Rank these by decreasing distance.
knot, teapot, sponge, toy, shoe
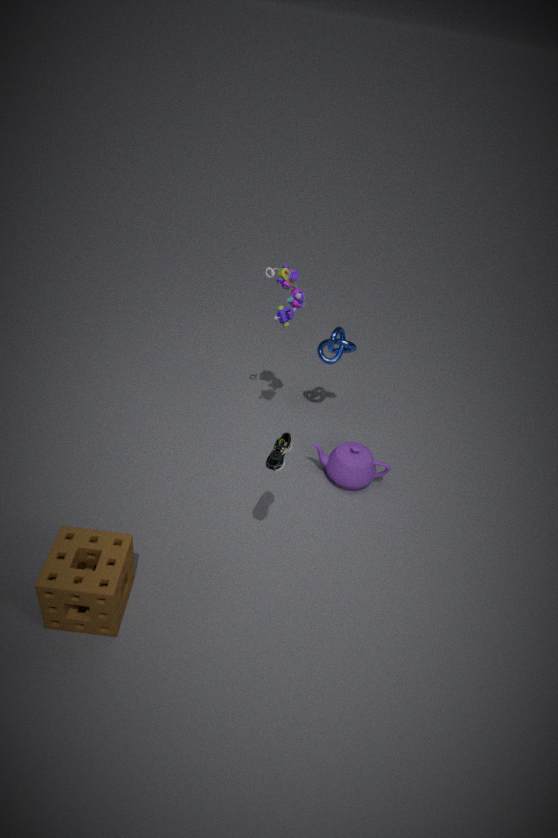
knot < teapot < toy < shoe < sponge
